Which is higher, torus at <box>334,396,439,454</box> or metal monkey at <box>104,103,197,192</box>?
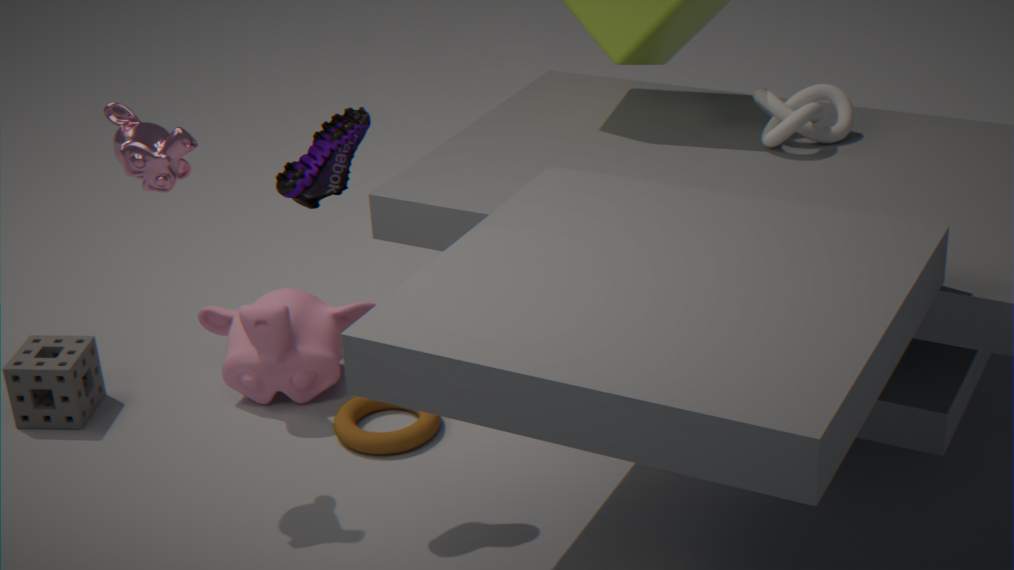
metal monkey at <box>104,103,197,192</box>
